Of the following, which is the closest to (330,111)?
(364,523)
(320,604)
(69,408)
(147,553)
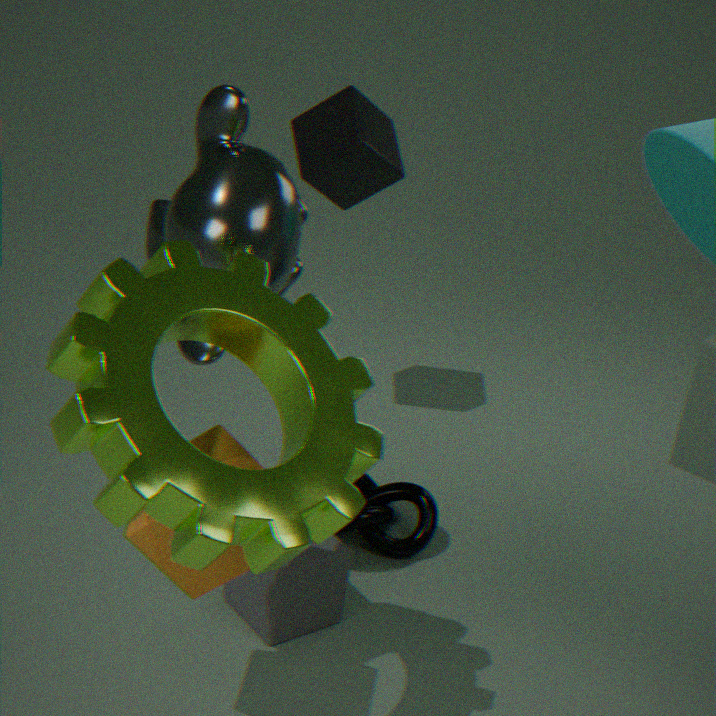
(364,523)
